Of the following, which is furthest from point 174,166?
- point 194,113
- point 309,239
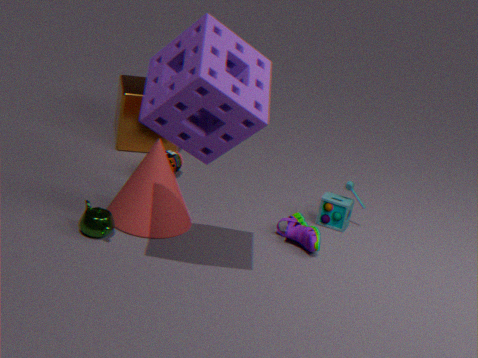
point 194,113
